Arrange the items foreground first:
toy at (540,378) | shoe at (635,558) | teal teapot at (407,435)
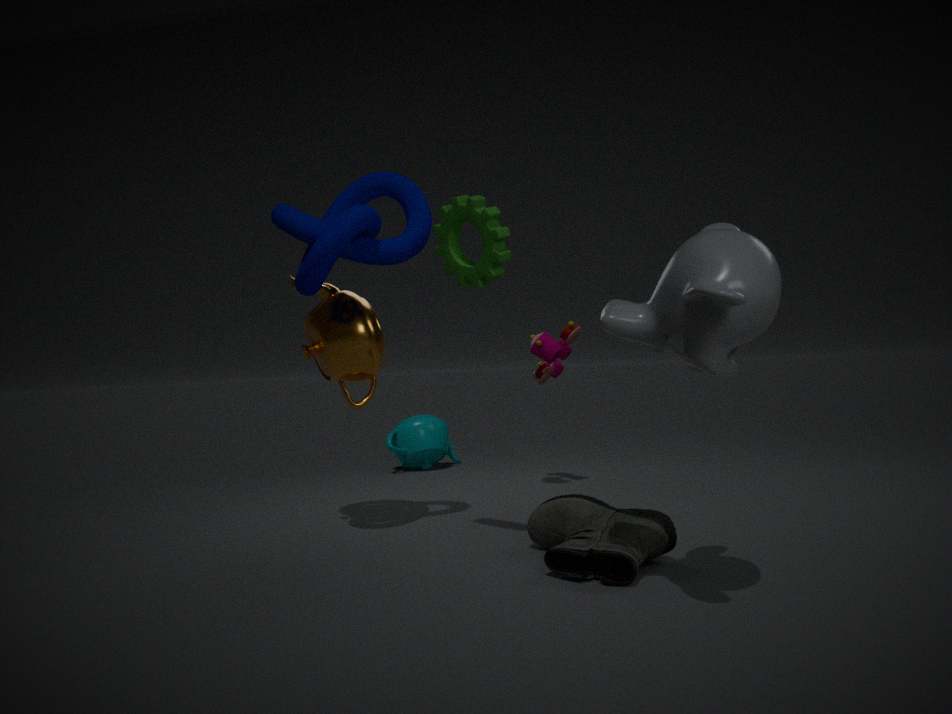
1. shoe at (635,558)
2. toy at (540,378)
3. teal teapot at (407,435)
